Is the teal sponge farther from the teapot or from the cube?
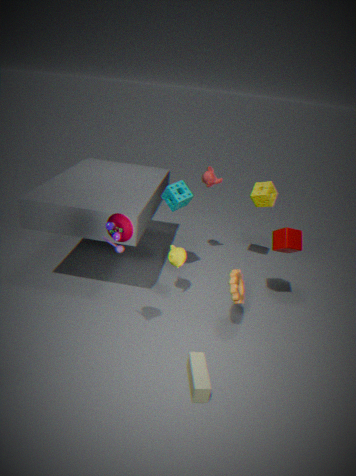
the cube
